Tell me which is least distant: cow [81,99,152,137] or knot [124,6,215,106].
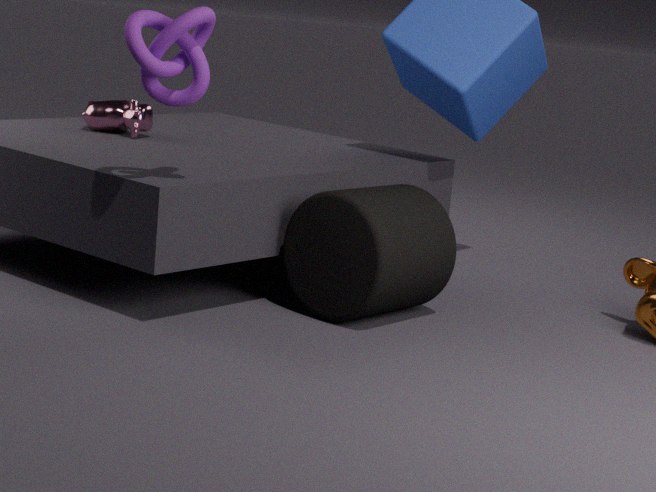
knot [124,6,215,106]
